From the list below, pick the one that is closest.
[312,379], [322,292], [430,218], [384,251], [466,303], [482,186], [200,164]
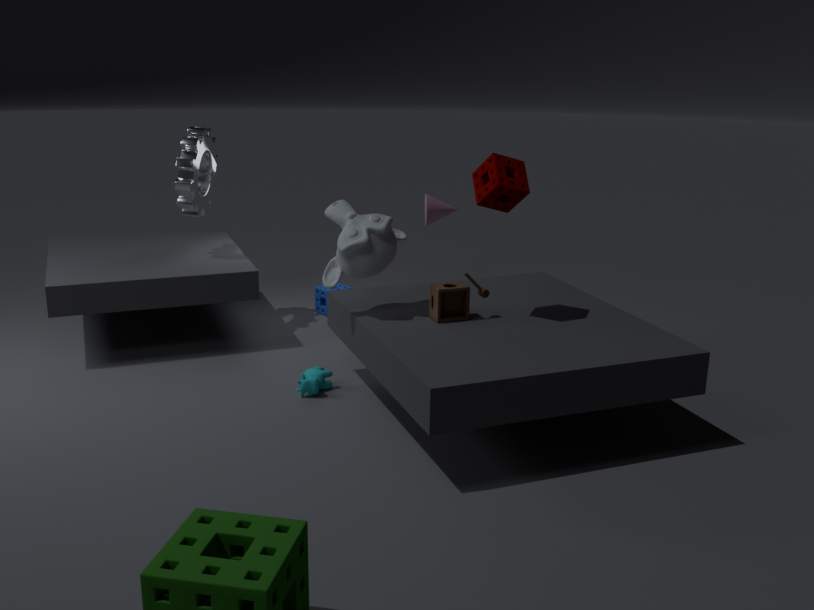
[482,186]
